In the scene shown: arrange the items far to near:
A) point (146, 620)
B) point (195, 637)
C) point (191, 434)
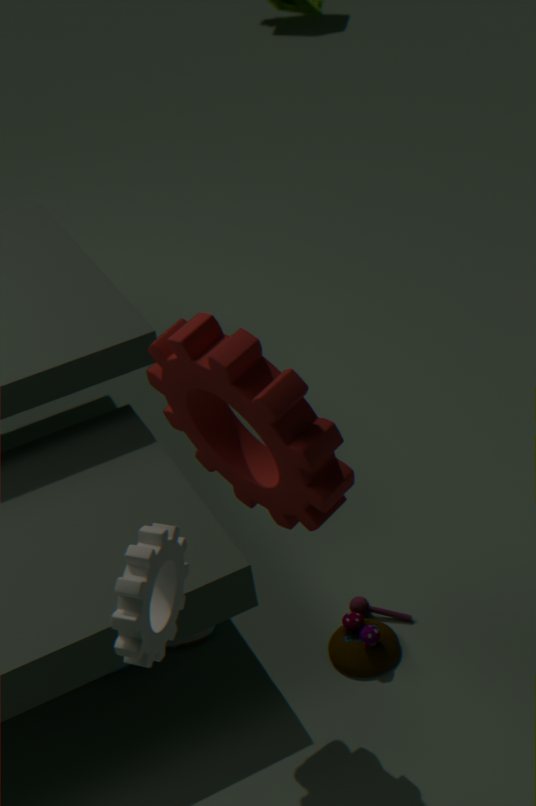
1. point (195, 637)
2. point (191, 434)
3. point (146, 620)
